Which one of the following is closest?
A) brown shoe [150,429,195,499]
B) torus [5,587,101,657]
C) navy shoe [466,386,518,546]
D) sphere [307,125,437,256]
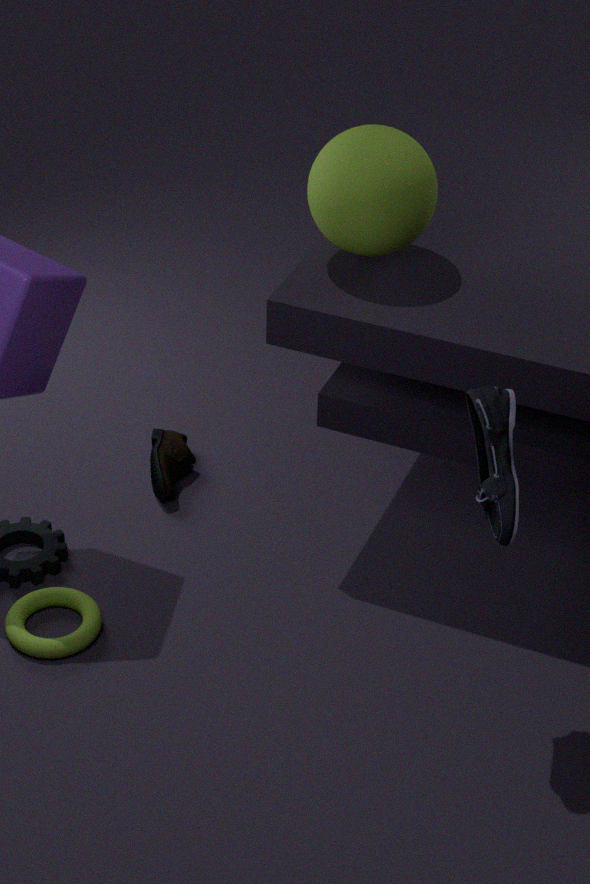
navy shoe [466,386,518,546]
